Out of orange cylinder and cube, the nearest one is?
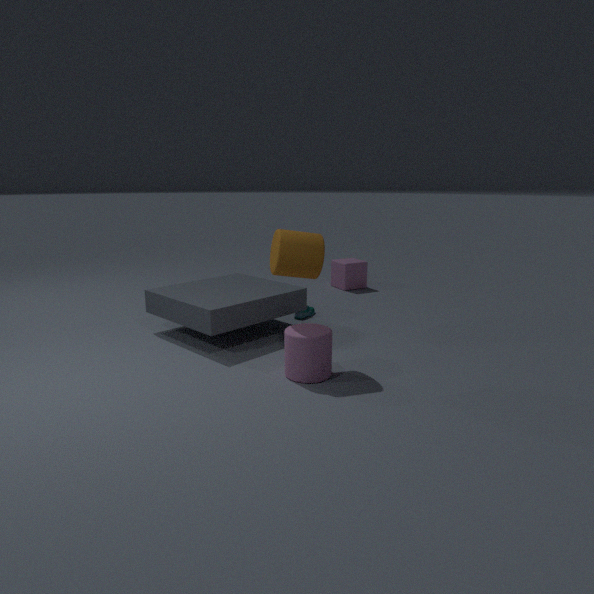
orange cylinder
